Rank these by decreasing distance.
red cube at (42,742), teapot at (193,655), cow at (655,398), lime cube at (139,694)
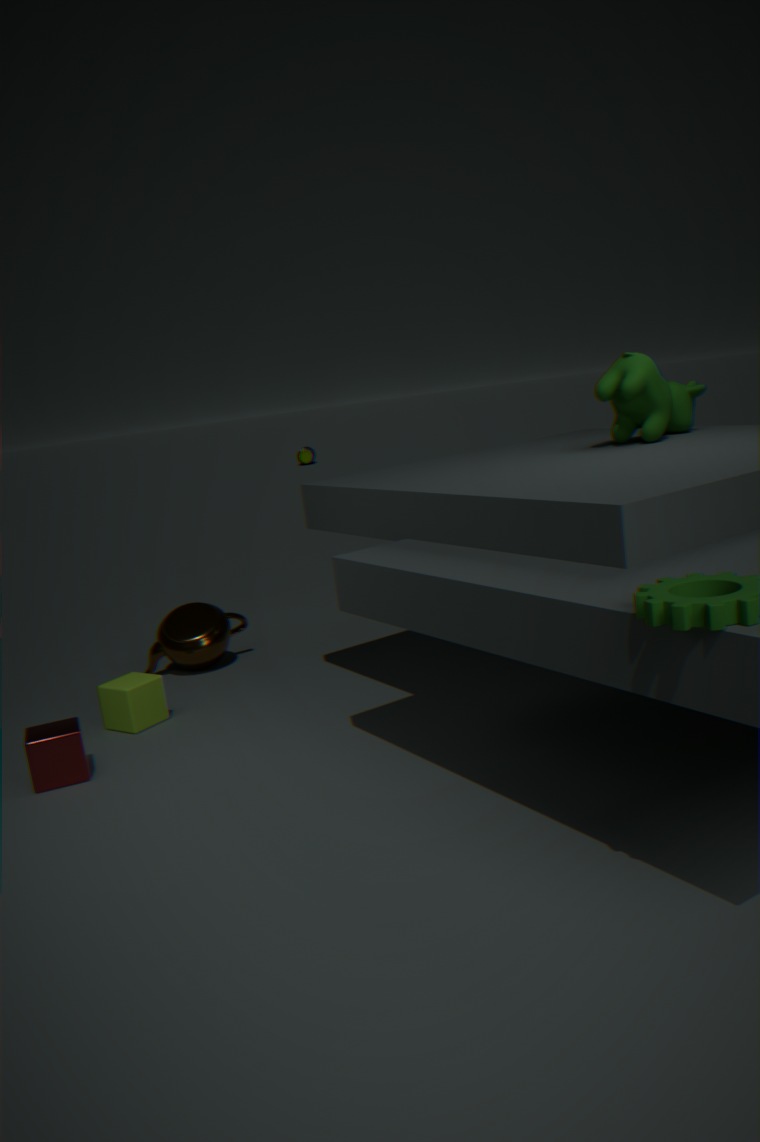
teapot at (193,655)
lime cube at (139,694)
cow at (655,398)
red cube at (42,742)
